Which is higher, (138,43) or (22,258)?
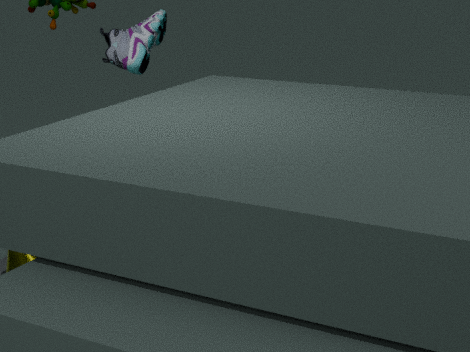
(138,43)
